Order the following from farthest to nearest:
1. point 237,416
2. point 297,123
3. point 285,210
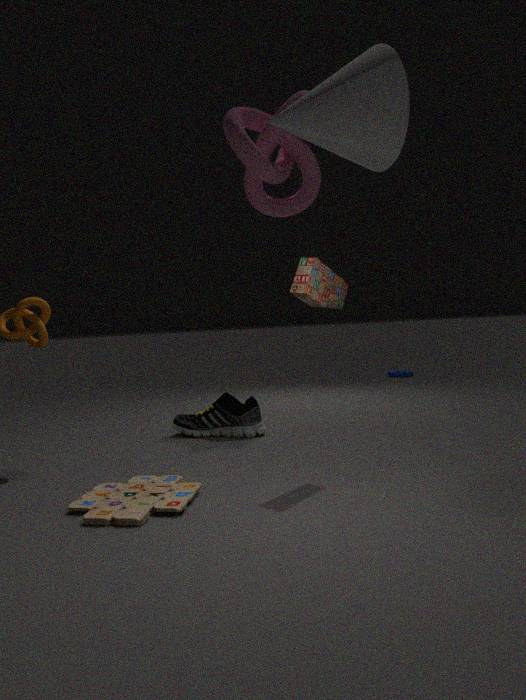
point 237,416, point 285,210, point 297,123
